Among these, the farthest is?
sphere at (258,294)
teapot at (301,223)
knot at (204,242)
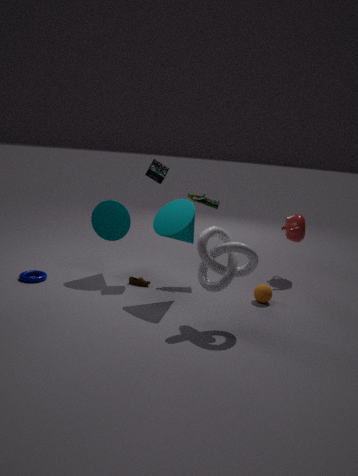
teapot at (301,223)
